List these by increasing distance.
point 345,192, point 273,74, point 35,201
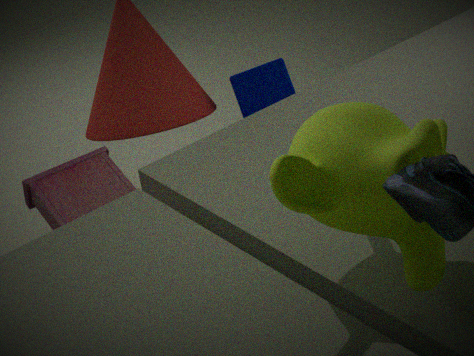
1. point 345,192
2. point 35,201
3. point 273,74
